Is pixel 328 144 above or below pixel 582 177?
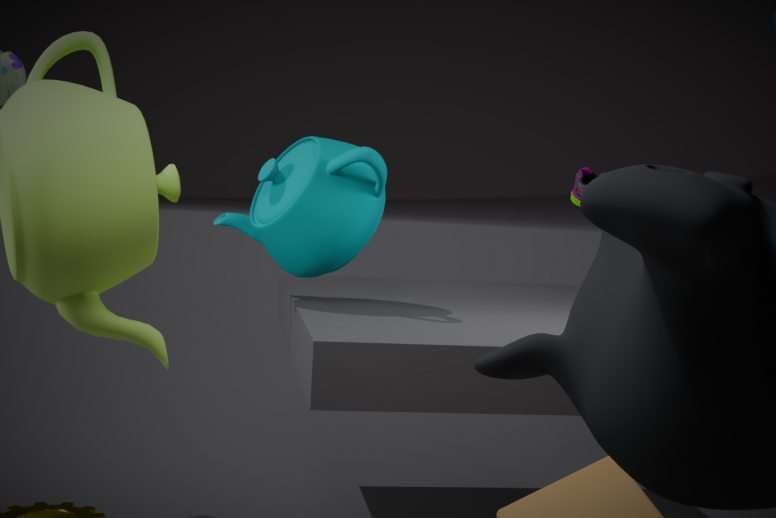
below
